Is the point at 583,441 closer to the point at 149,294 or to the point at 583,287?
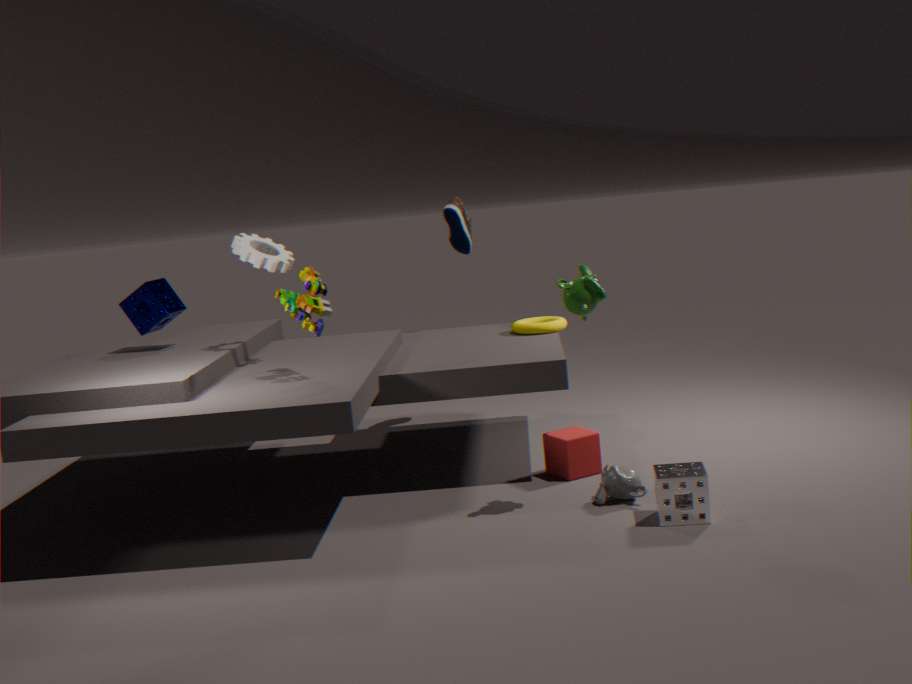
the point at 583,287
